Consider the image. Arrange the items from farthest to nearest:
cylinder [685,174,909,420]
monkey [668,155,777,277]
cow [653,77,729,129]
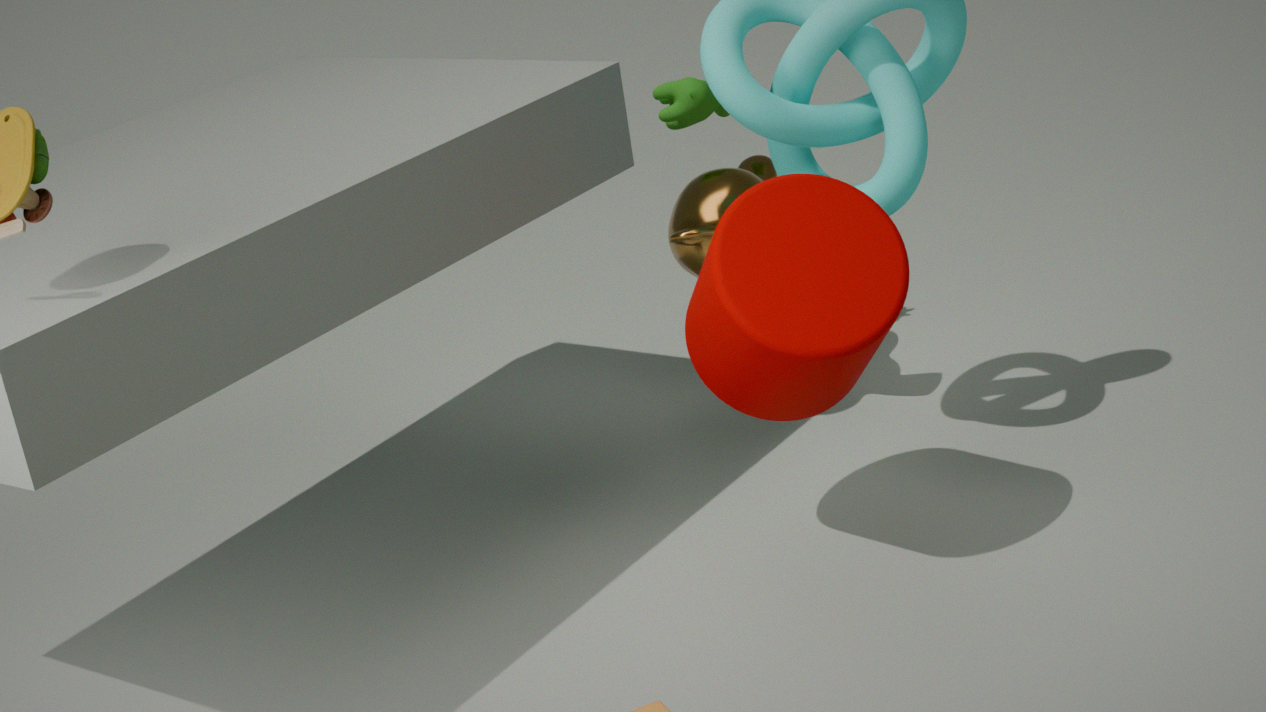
1. cow [653,77,729,129]
2. monkey [668,155,777,277]
3. cylinder [685,174,909,420]
